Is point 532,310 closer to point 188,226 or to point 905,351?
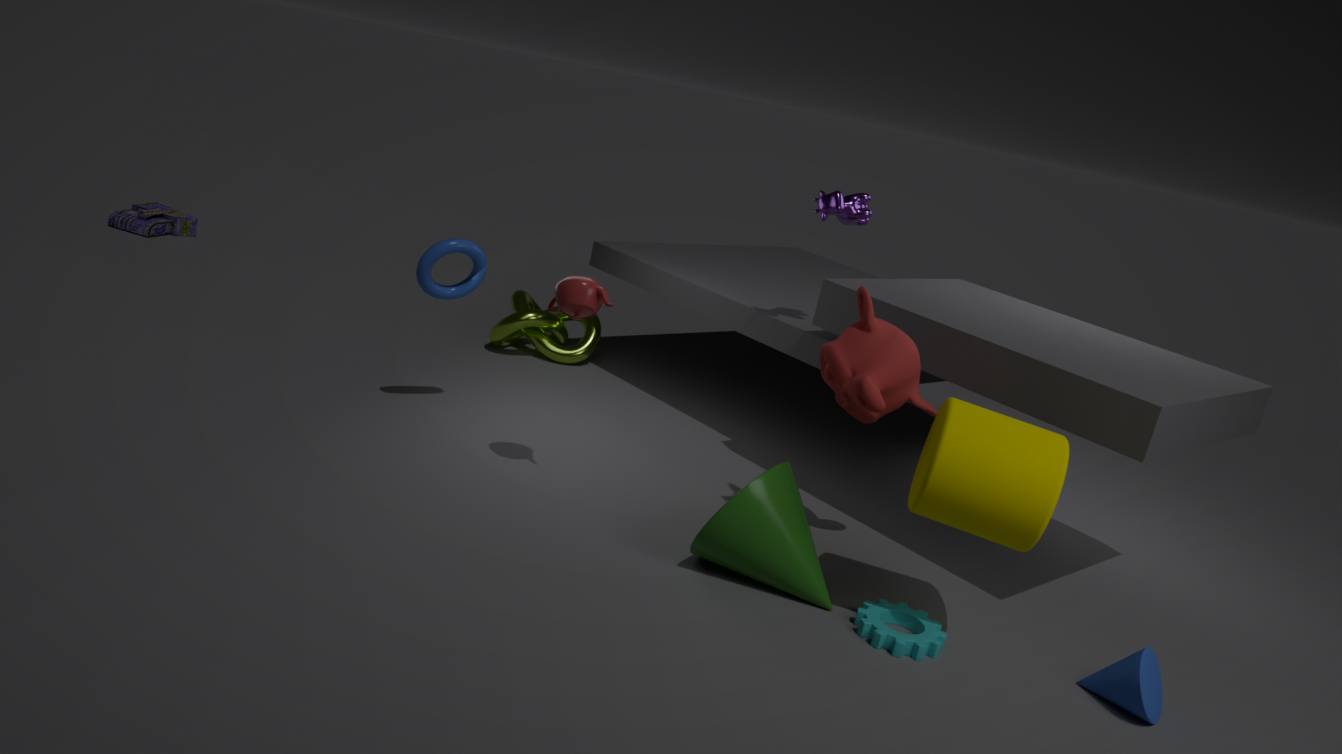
point 905,351
